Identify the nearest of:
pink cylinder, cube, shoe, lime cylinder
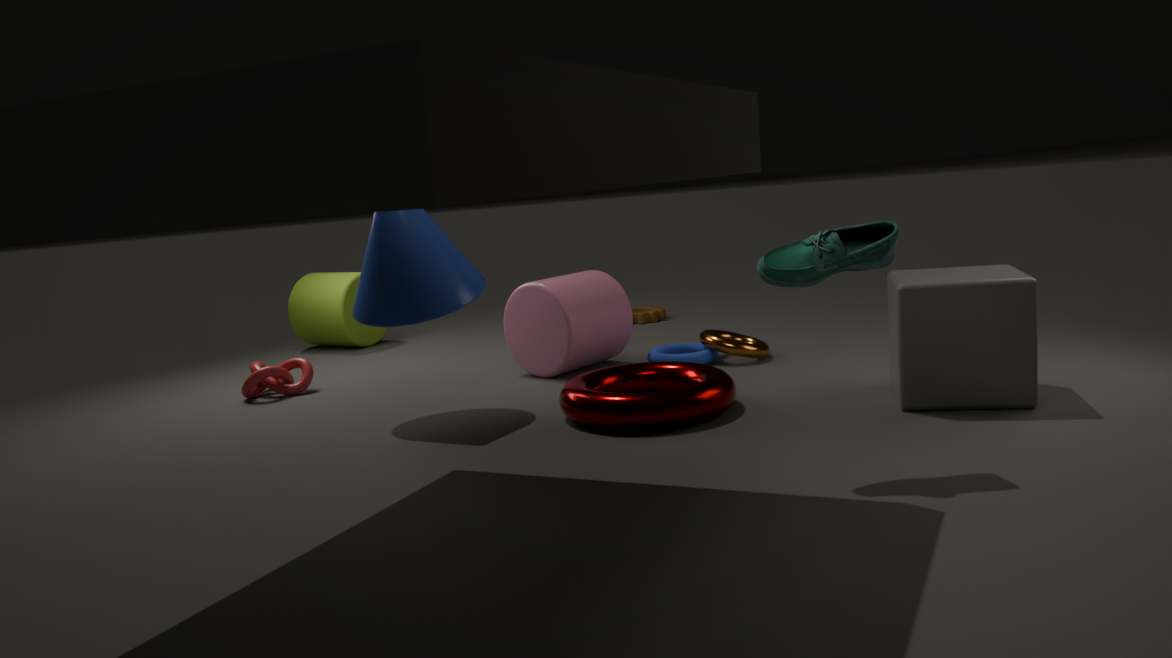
shoe
